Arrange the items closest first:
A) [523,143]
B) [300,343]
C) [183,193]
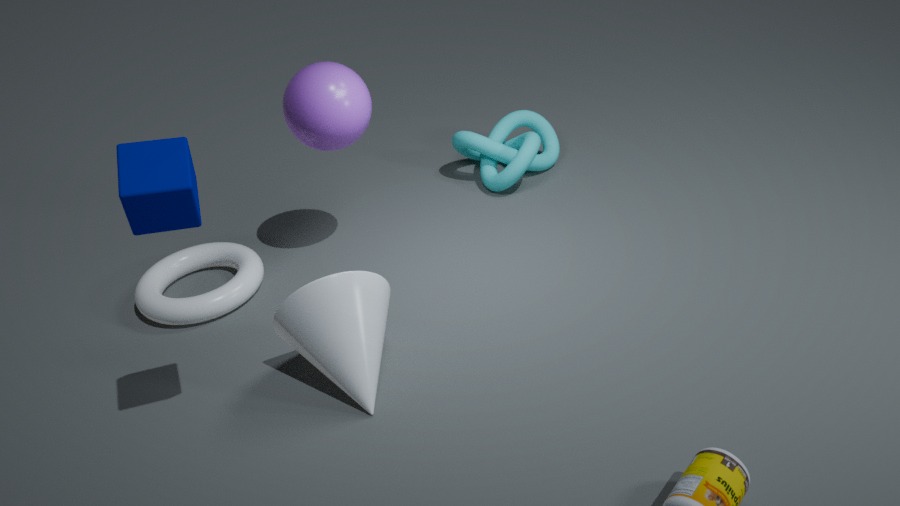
[183,193]
[300,343]
[523,143]
